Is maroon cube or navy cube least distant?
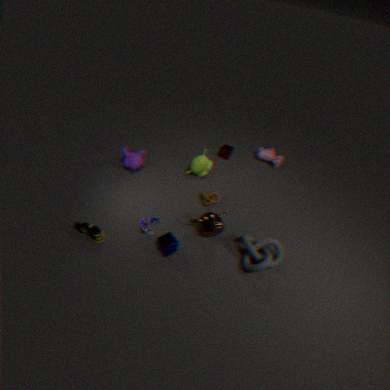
navy cube
